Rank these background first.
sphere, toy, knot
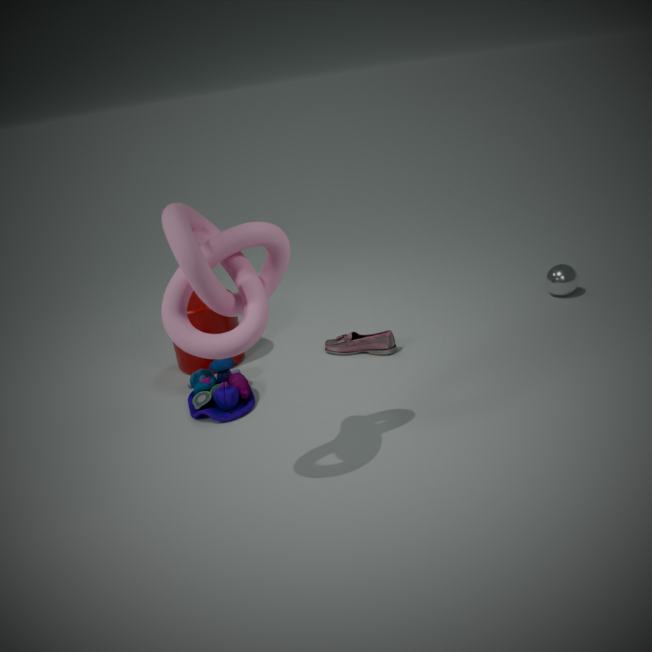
sphere, toy, knot
